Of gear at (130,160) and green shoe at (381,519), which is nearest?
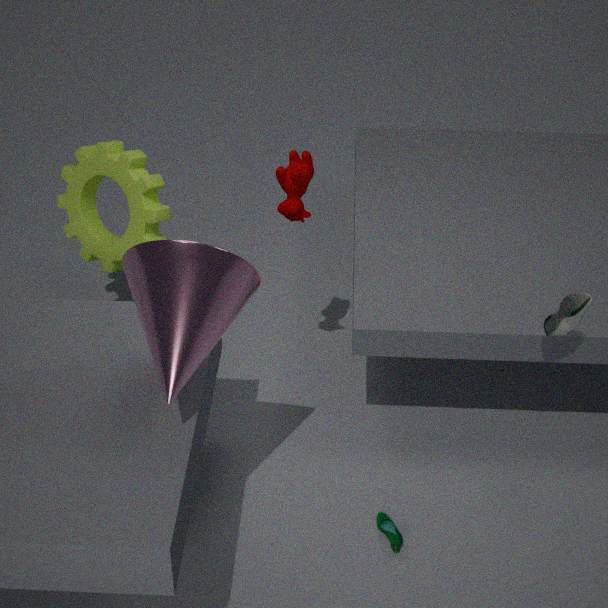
green shoe at (381,519)
